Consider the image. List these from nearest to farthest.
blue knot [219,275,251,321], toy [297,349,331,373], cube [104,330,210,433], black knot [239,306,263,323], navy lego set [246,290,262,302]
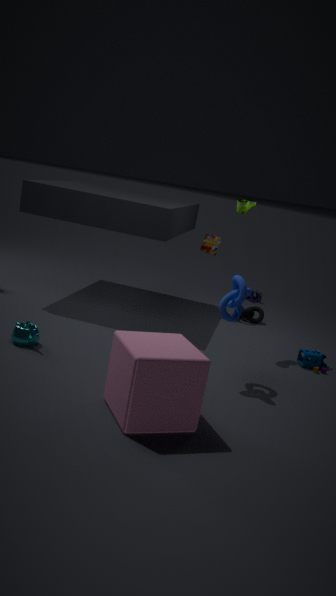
cube [104,330,210,433] < blue knot [219,275,251,321] < toy [297,349,331,373] < black knot [239,306,263,323] < navy lego set [246,290,262,302]
